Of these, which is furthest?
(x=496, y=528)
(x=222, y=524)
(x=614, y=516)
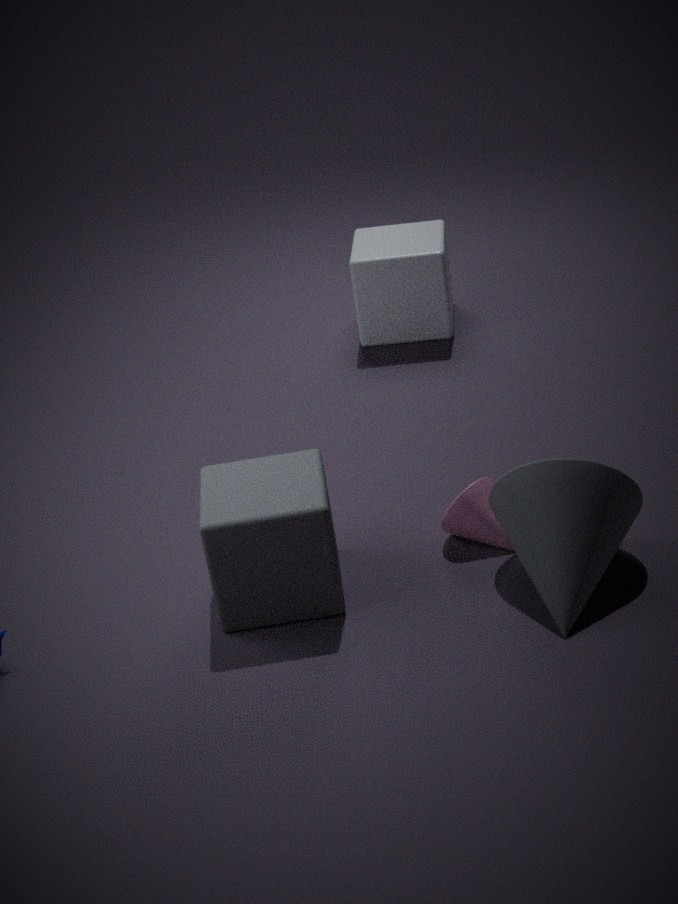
(x=496, y=528)
